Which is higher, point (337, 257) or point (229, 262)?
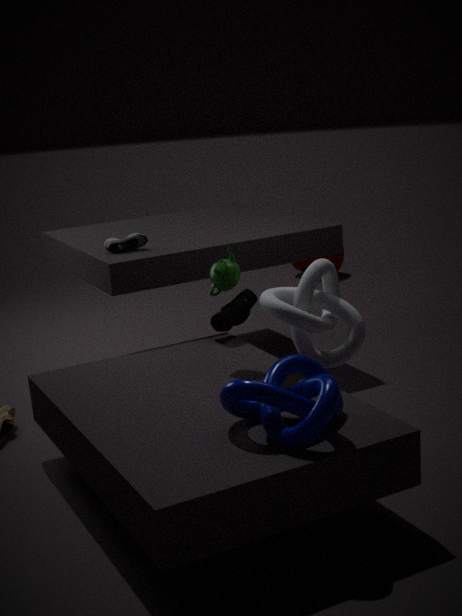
point (229, 262)
